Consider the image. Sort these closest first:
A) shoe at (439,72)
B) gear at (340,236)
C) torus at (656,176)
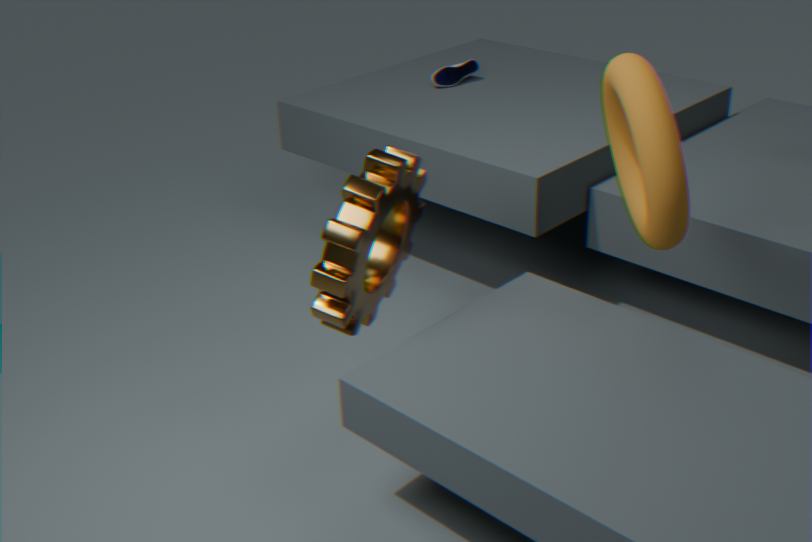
torus at (656,176) < gear at (340,236) < shoe at (439,72)
